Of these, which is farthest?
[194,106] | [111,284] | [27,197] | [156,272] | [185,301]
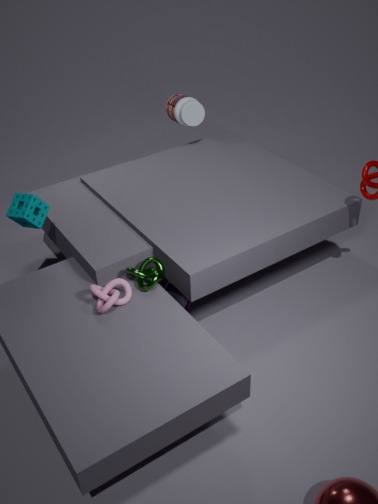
[194,106]
